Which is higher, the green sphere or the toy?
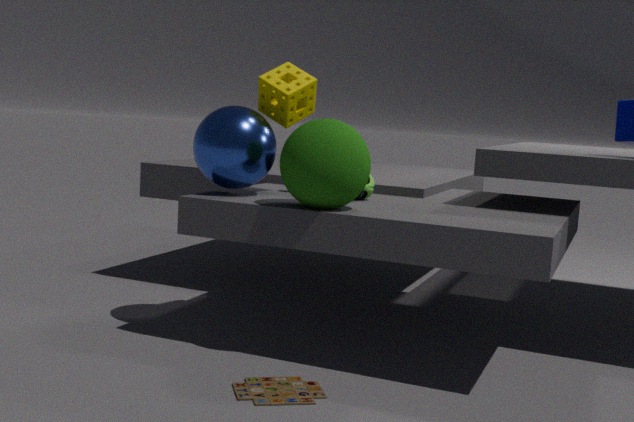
the green sphere
